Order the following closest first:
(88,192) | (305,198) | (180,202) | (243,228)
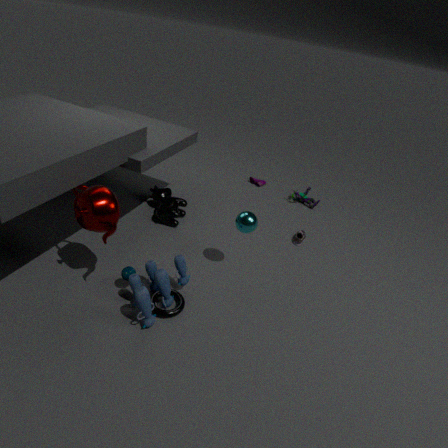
(88,192), (243,228), (180,202), (305,198)
